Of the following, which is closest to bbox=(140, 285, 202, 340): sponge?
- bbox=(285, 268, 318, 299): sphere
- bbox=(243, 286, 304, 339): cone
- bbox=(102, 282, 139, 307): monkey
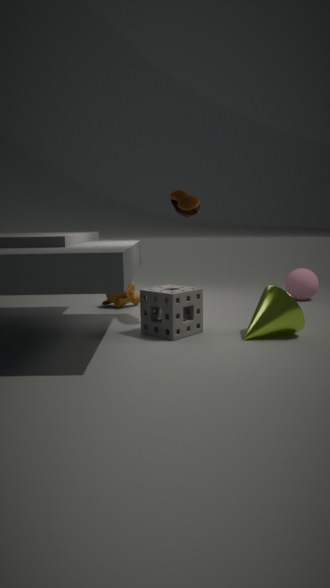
bbox=(243, 286, 304, 339): cone
